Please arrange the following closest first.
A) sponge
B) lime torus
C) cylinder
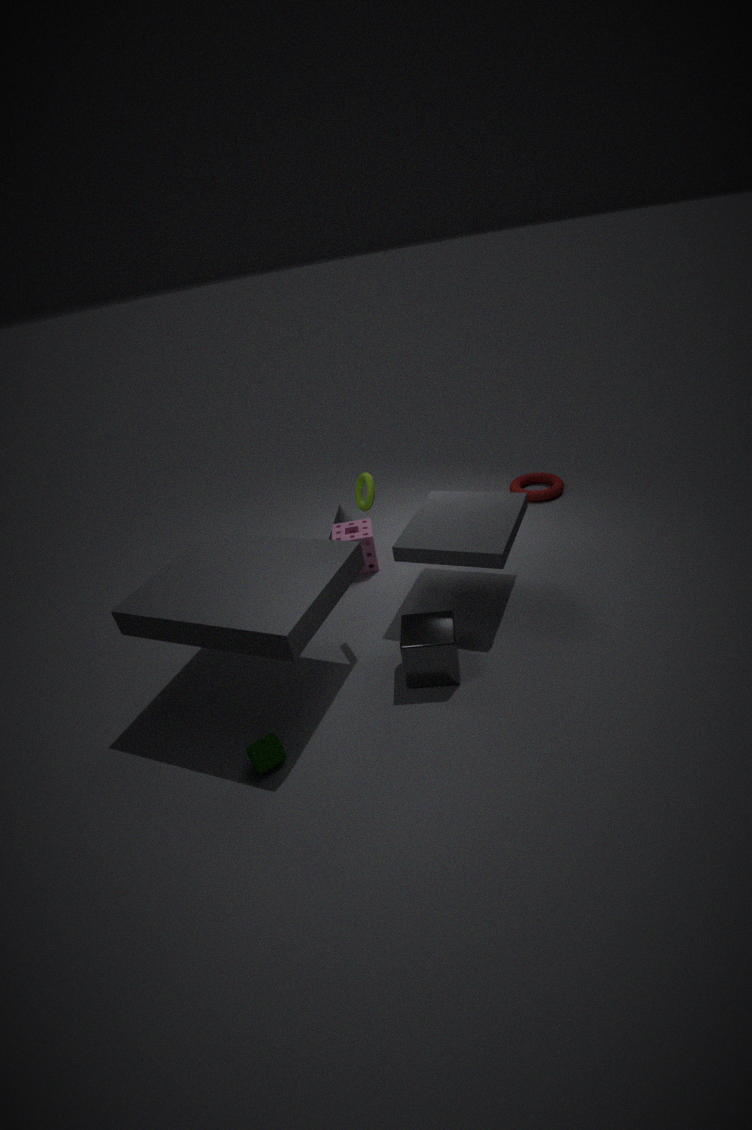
cylinder → lime torus → sponge
